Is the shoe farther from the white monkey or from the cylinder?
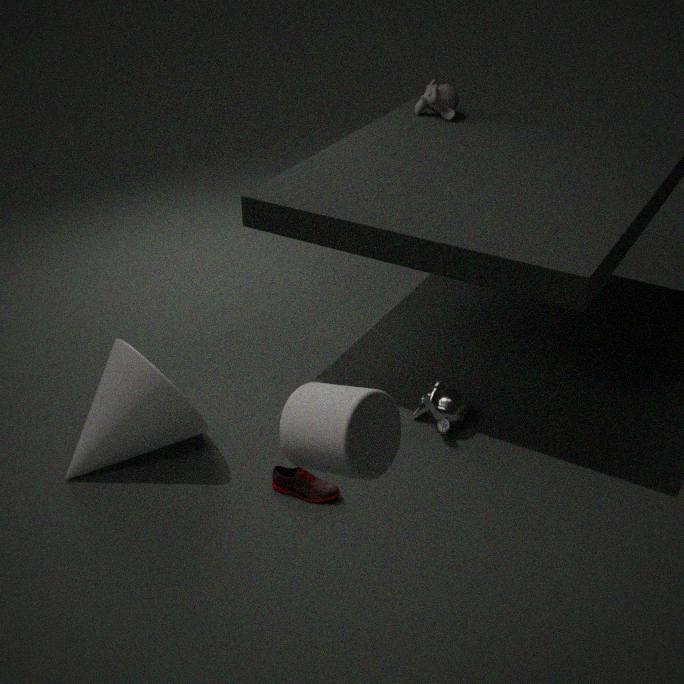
the cylinder
